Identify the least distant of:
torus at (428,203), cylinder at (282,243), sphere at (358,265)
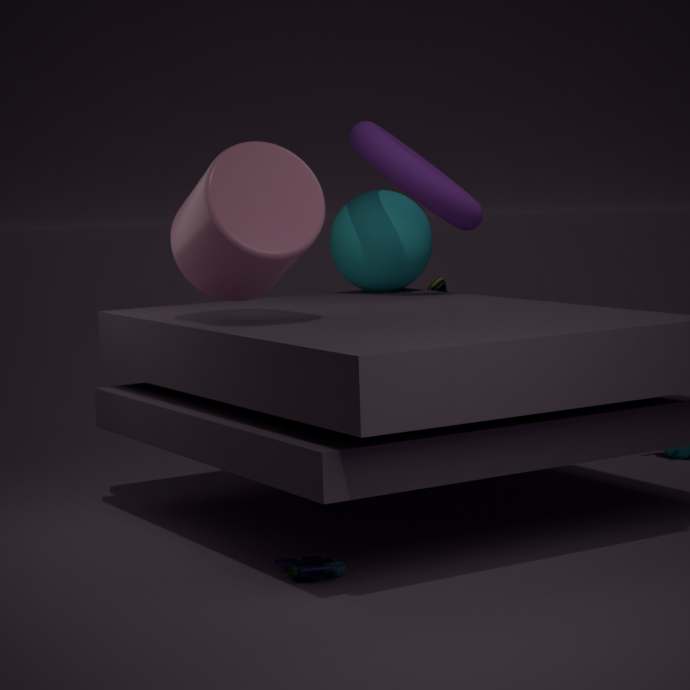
cylinder at (282,243)
